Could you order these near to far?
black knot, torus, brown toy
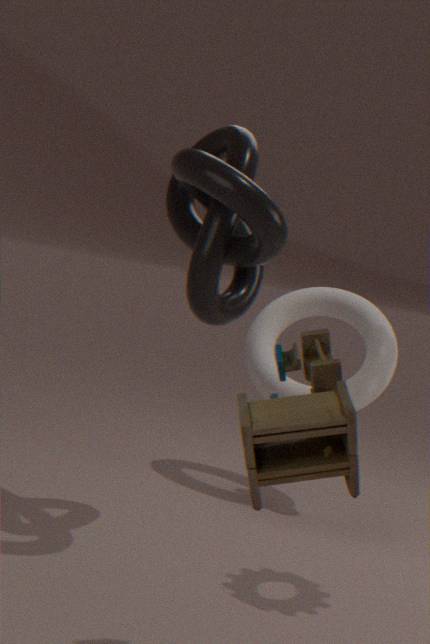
brown toy, black knot, torus
